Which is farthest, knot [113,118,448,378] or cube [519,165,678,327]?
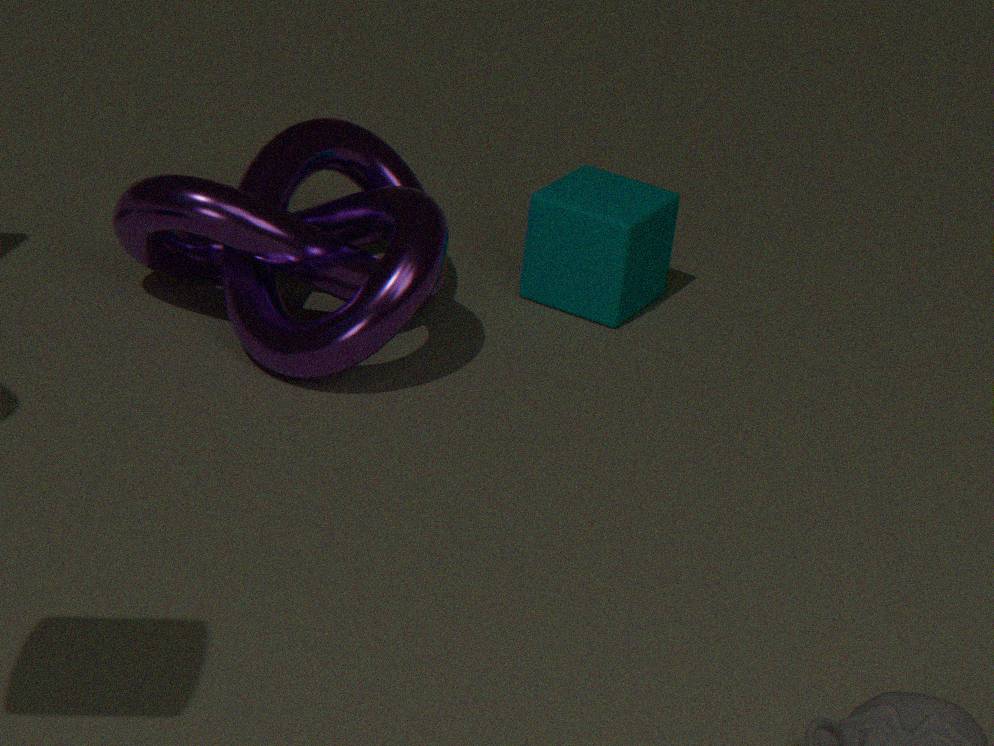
cube [519,165,678,327]
